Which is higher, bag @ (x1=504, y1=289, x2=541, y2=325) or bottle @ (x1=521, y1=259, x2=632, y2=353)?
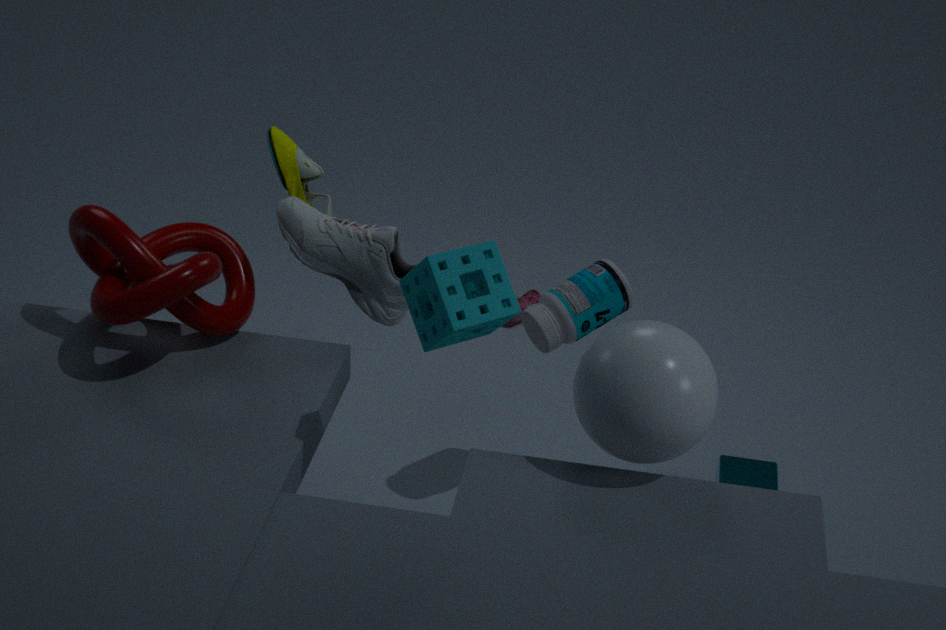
bottle @ (x1=521, y1=259, x2=632, y2=353)
